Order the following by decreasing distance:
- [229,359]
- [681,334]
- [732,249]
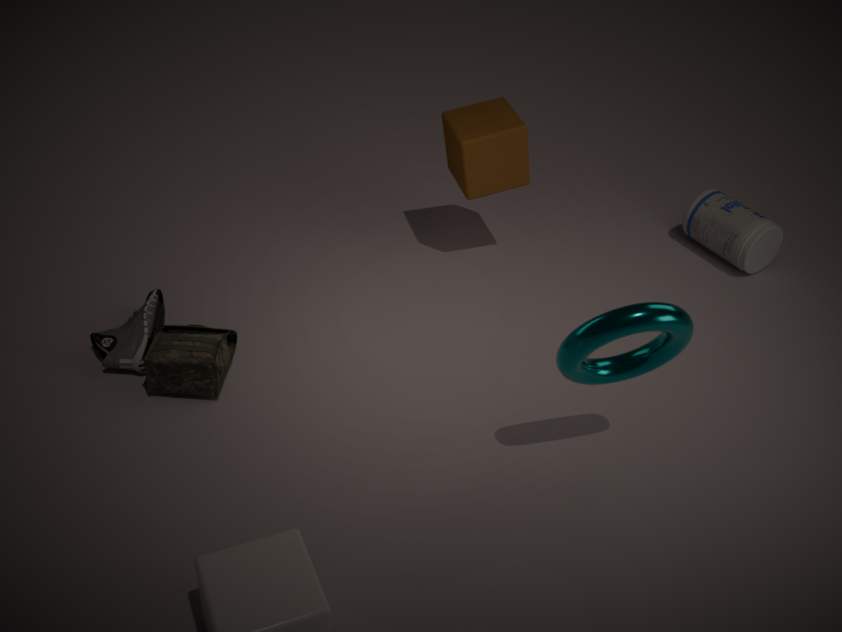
[732,249] < [229,359] < [681,334]
